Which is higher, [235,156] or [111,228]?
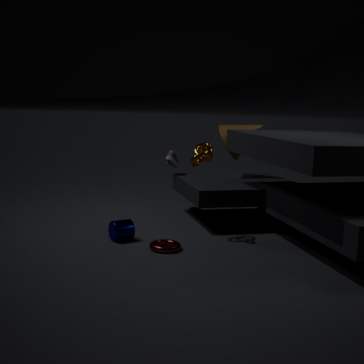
[235,156]
